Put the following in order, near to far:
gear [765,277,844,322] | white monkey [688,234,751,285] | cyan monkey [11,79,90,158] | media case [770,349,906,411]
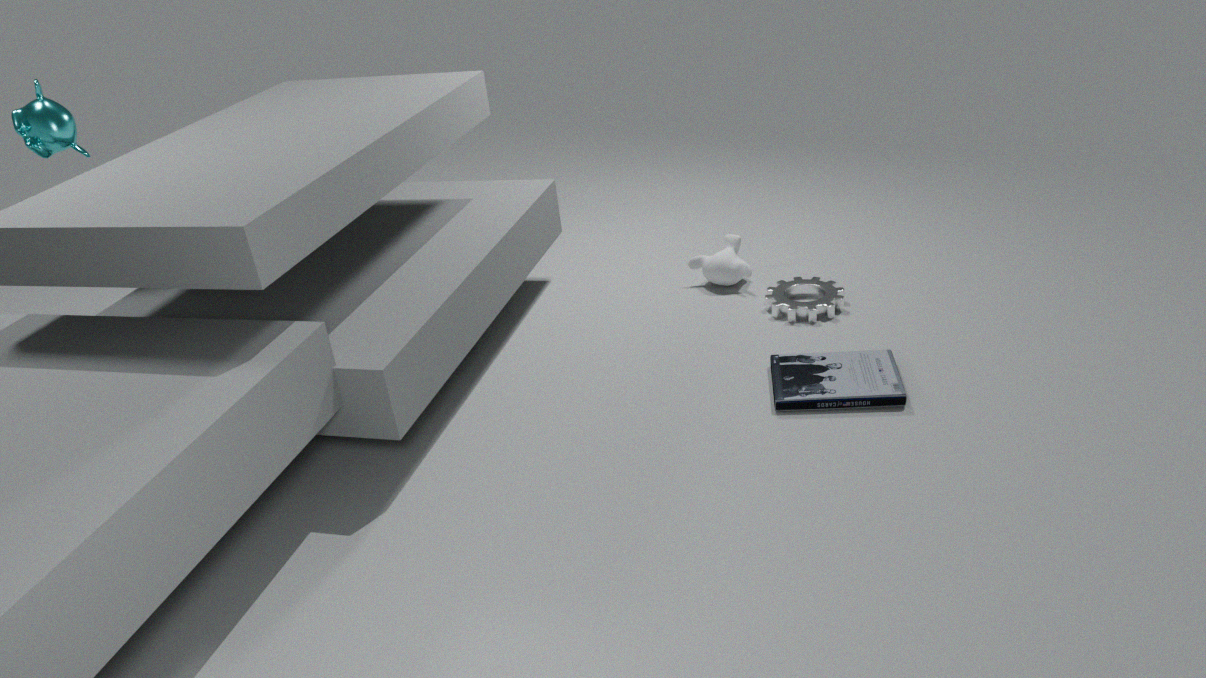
media case [770,349,906,411]
cyan monkey [11,79,90,158]
gear [765,277,844,322]
white monkey [688,234,751,285]
